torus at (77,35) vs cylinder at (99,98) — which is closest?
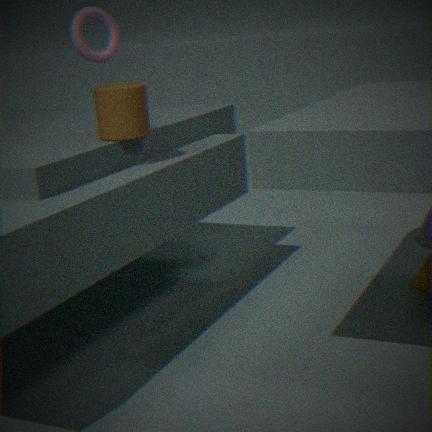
cylinder at (99,98)
